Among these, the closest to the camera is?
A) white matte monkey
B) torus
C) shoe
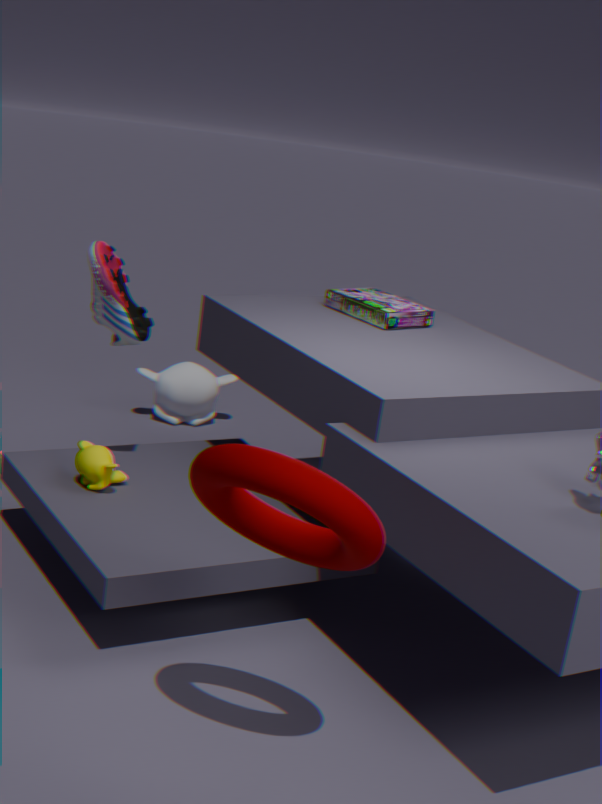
torus
